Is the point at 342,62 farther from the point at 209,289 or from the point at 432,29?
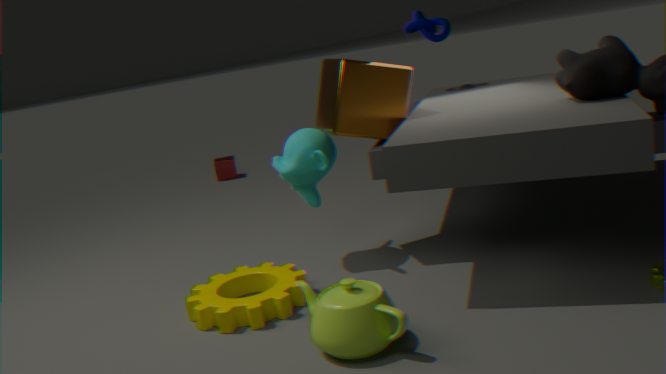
the point at 209,289
